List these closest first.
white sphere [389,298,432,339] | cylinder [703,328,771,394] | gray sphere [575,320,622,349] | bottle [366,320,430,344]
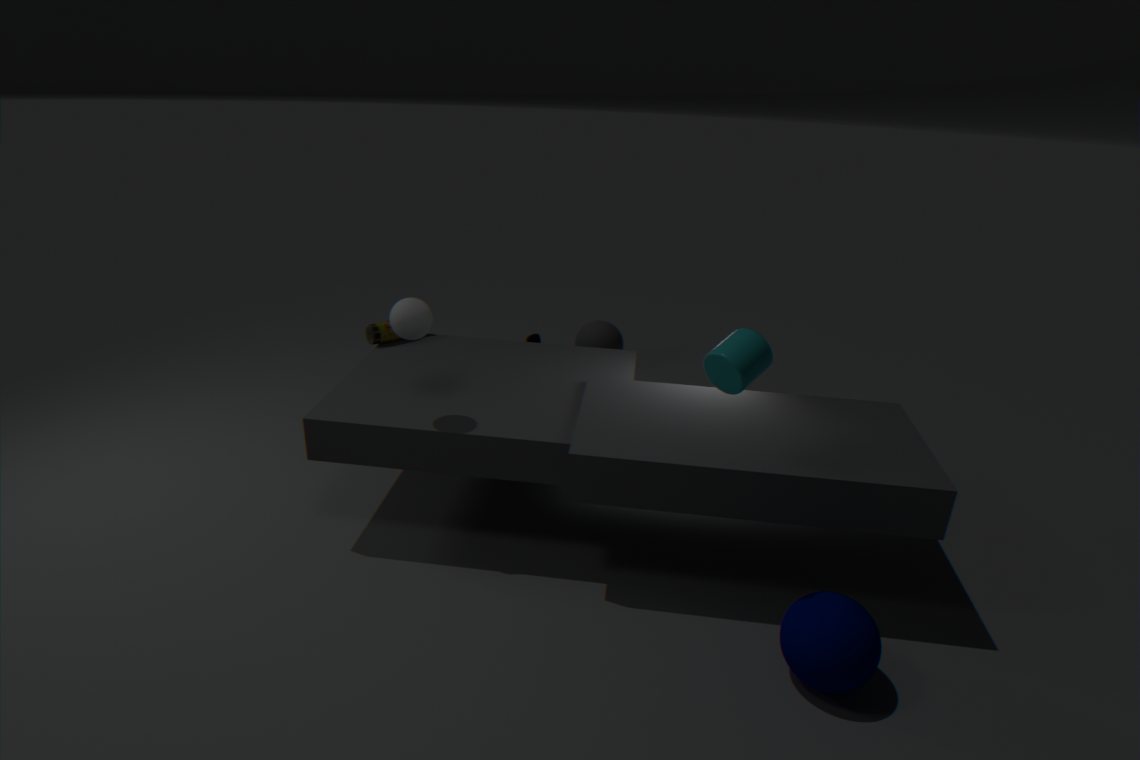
1. cylinder [703,328,771,394]
2. white sphere [389,298,432,339]
3. bottle [366,320,430,344]
4. gray sphere [575,320,622,349]
